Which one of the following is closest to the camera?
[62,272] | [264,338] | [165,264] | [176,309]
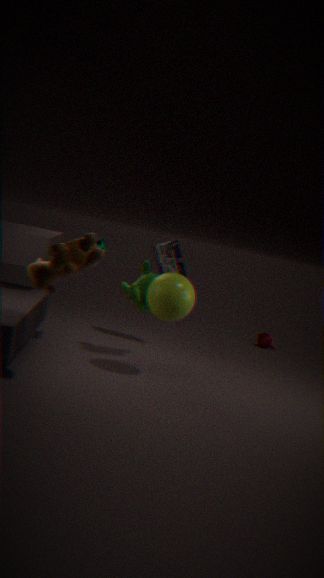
[62,272]
